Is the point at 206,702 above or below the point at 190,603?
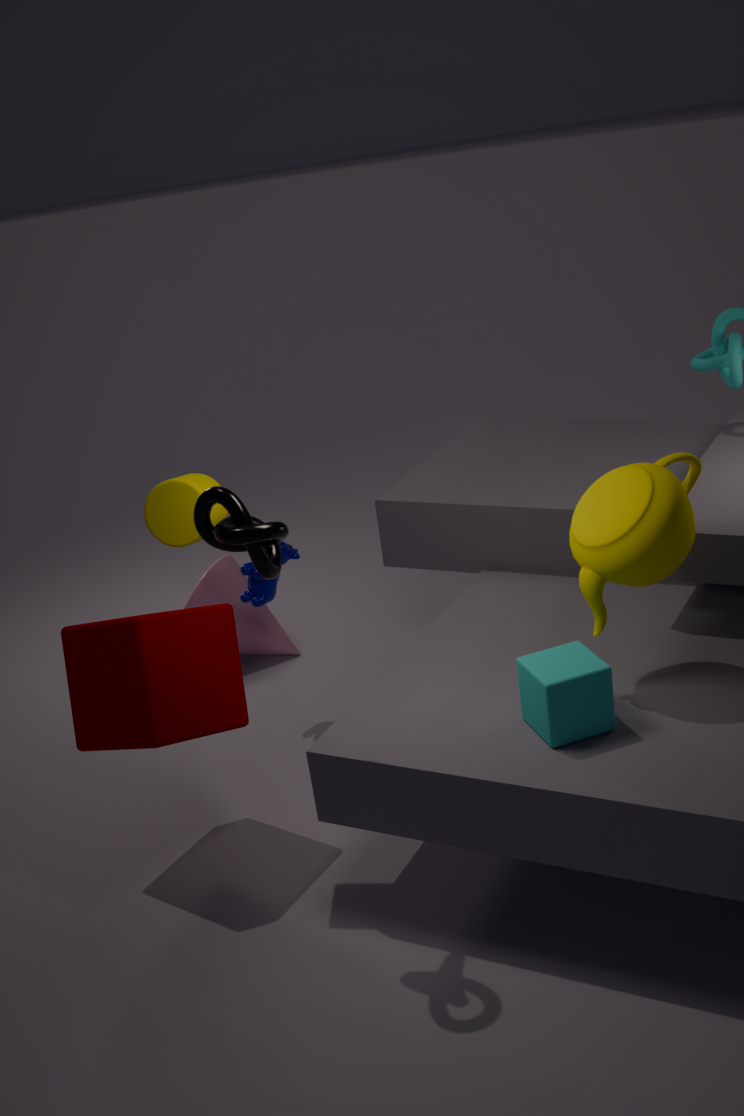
above
